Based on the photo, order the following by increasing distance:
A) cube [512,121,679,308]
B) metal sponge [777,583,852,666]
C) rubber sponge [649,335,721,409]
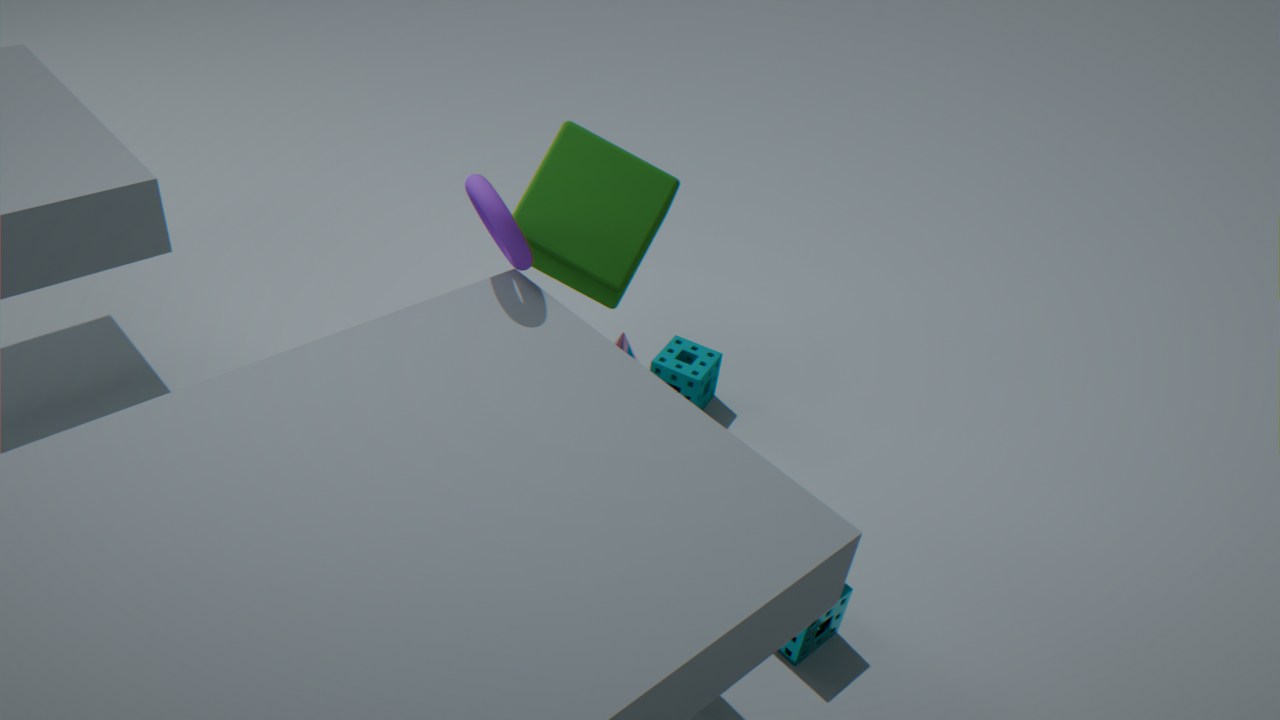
metal sponge [777,583,852,666]
cube [512,121,679,308]
rubber sponge [649,335,721,409]
